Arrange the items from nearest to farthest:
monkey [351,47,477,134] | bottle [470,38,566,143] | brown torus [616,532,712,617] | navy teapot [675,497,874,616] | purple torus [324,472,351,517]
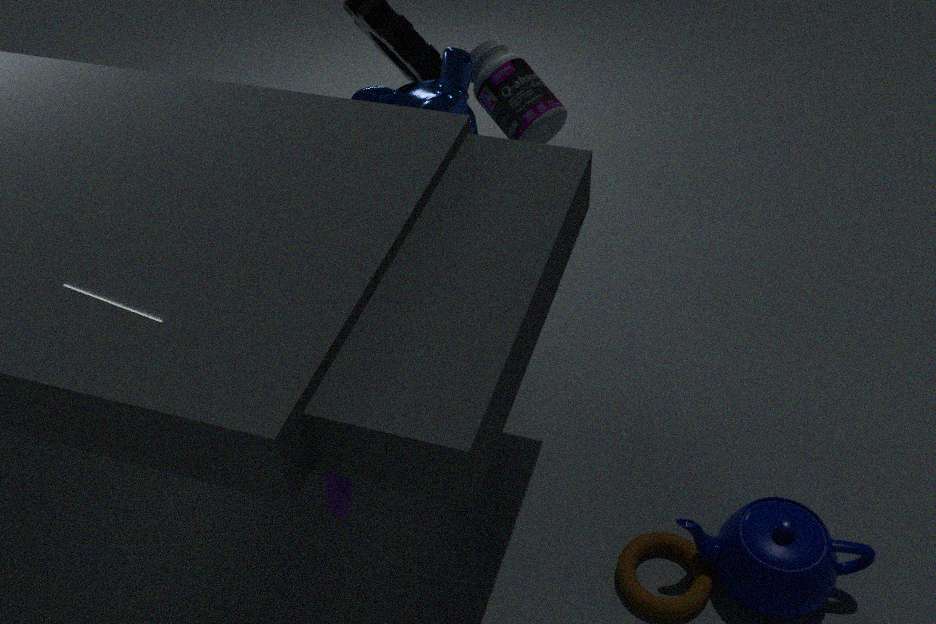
1. purple torus [324,472,351,517]
2. navy teapot [675,497,874,616]
3. brown torus [616,532,712,617]
4. monkey [351,47,477,134]
5. bottle [470,38,566,143]
